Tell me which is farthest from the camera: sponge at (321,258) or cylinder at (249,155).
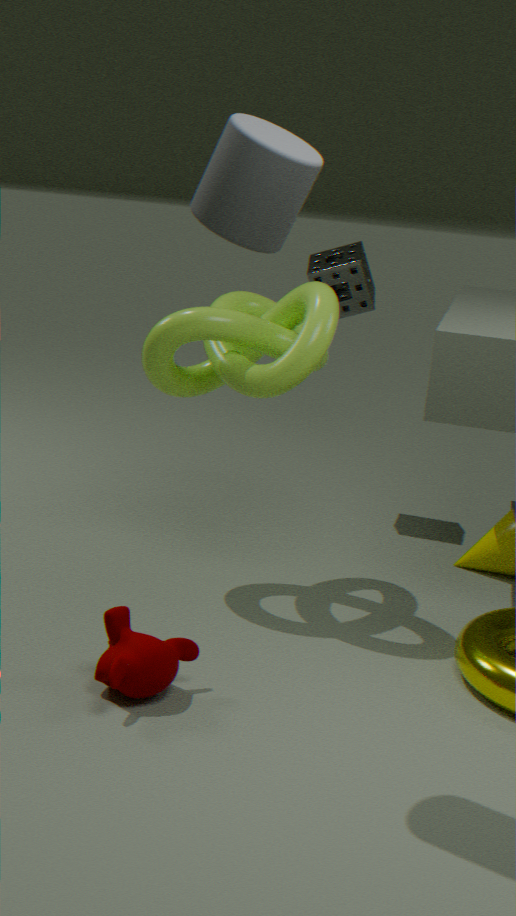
sponge at (321,258)
